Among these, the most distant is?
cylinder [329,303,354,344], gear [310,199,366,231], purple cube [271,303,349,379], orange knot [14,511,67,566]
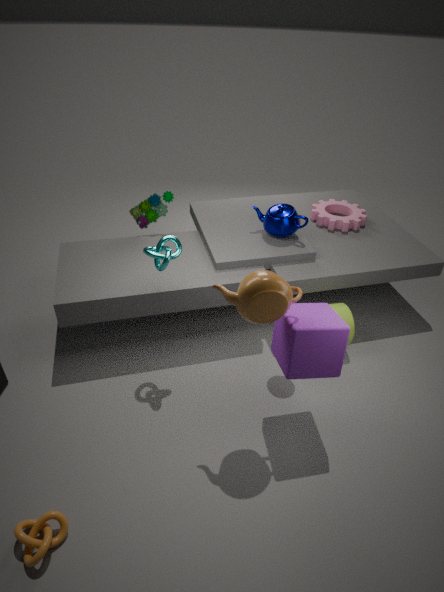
gear [310,199,366,231]
